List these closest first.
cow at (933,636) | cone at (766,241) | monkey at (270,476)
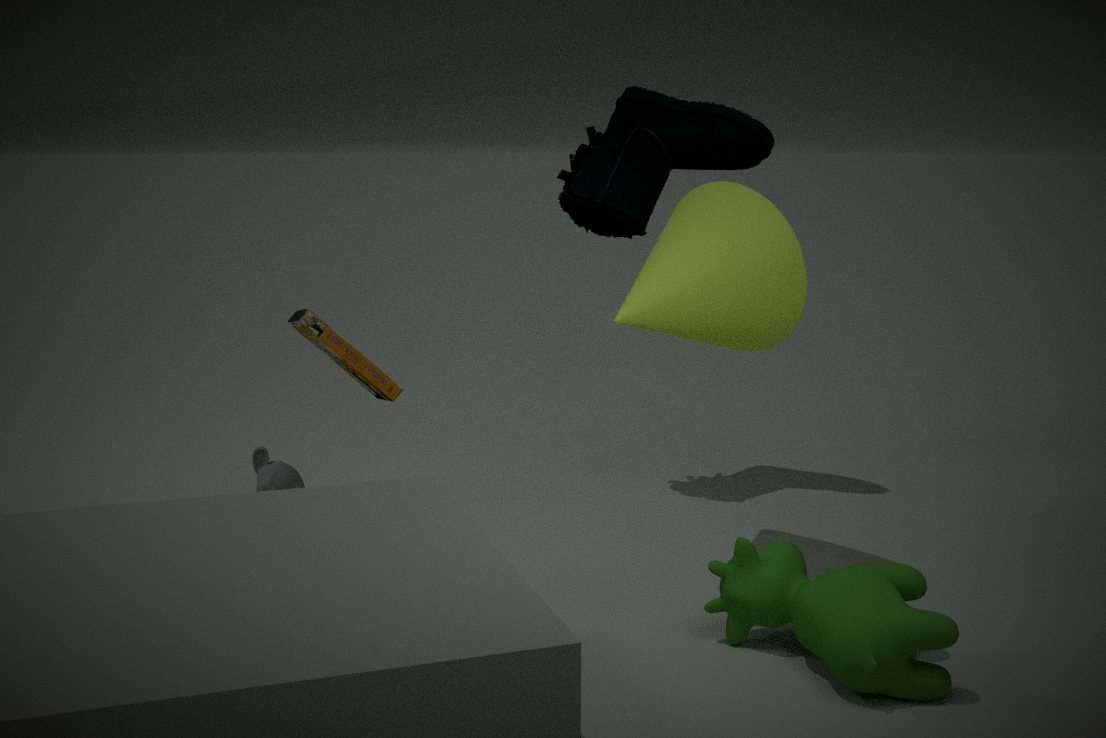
1. cow at (933,636)
2. cone at (766,241)
3. monkey at (270,476)
